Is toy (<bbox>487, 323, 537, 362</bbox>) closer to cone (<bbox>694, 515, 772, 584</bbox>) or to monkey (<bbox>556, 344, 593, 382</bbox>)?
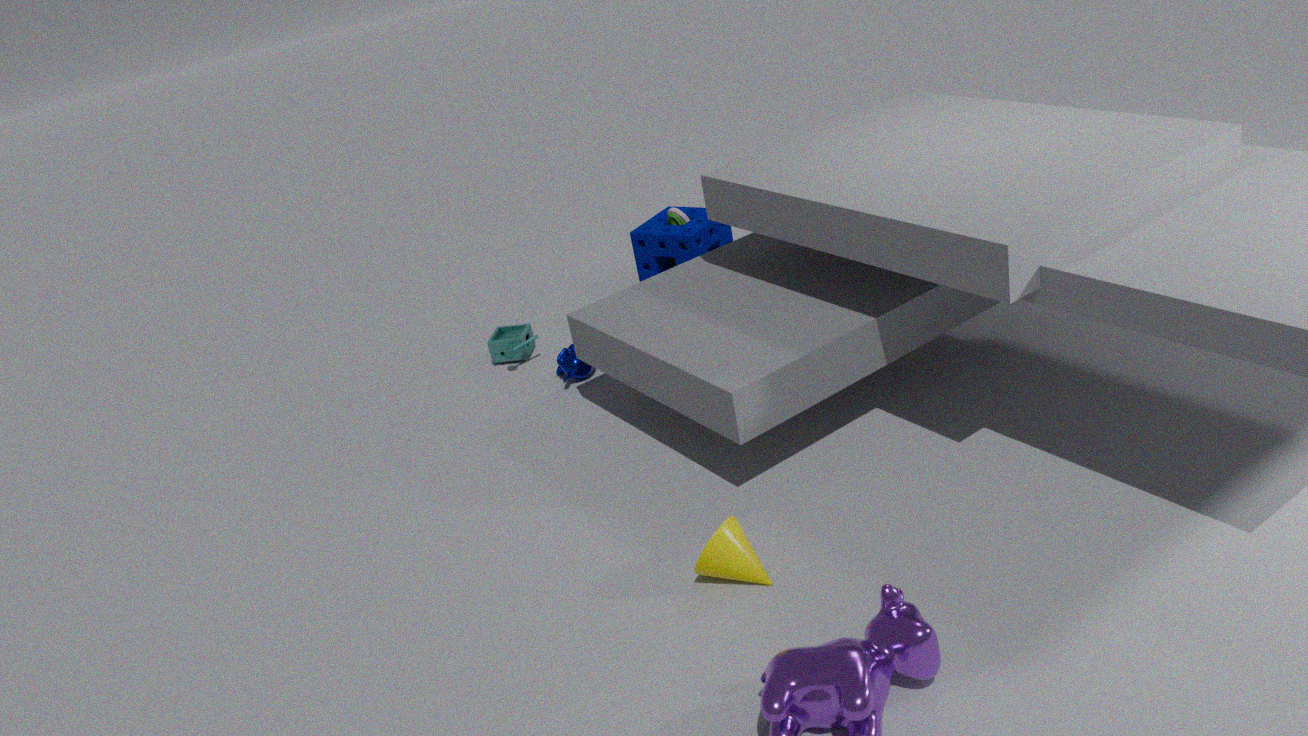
monkey (<bbox>556, 344, 593, 382</bbox>)
